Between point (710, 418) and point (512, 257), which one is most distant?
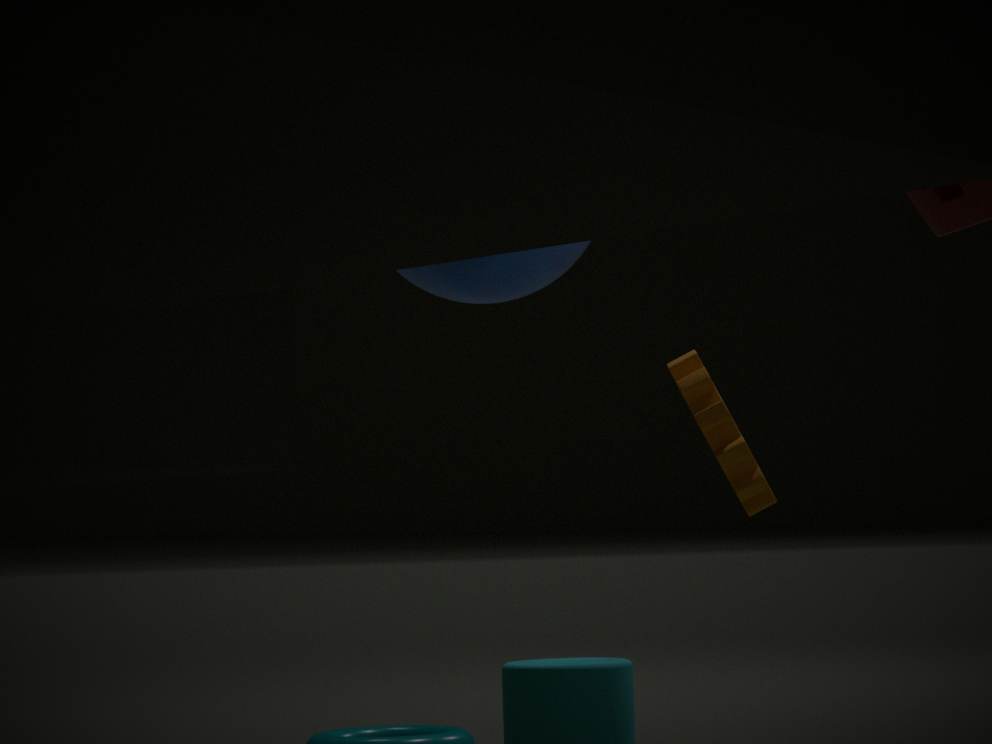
point (710, 418)
